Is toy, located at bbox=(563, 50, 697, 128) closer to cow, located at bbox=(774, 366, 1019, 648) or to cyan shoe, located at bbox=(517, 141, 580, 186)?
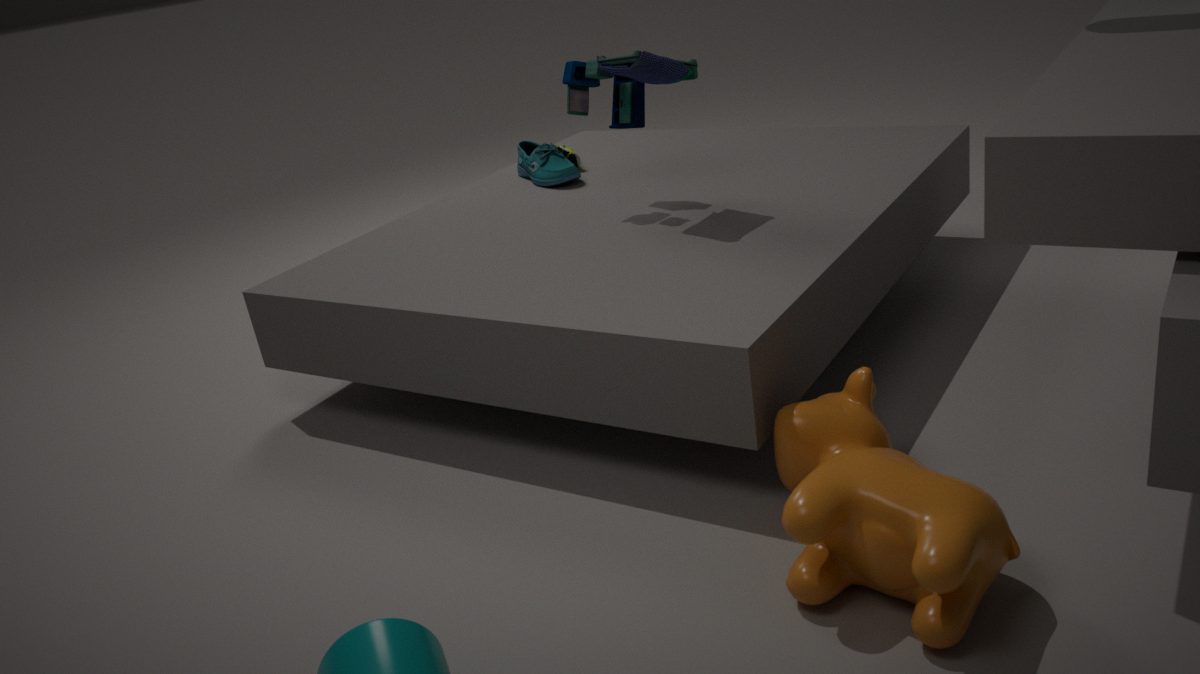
cyan shoe, located at bbox=(517, 141, 580, 186)
